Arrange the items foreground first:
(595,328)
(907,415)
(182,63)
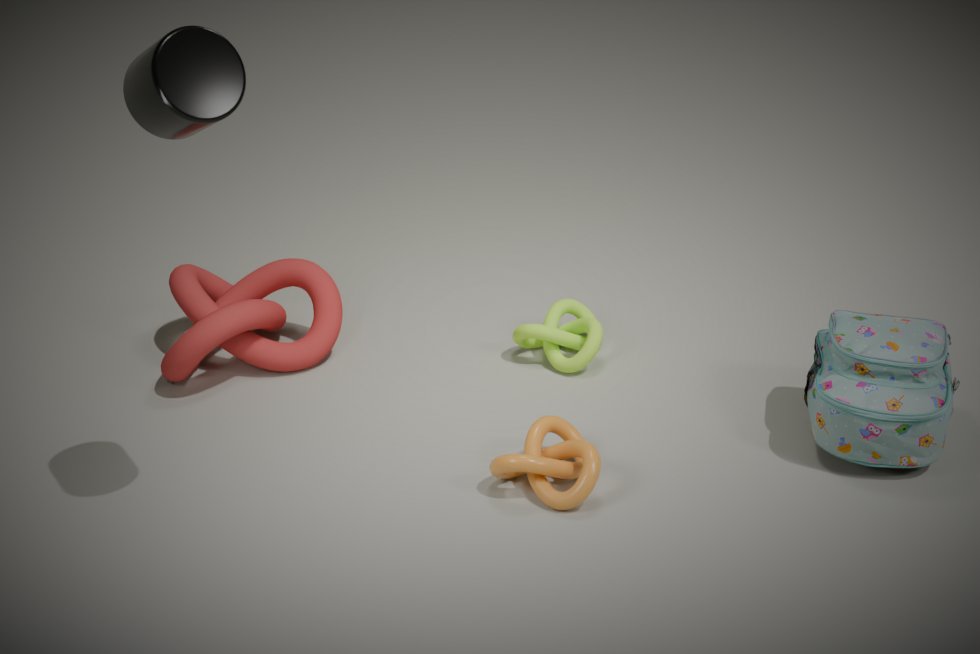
1. (182,63)
2. (907,415)
3. (595,328)
